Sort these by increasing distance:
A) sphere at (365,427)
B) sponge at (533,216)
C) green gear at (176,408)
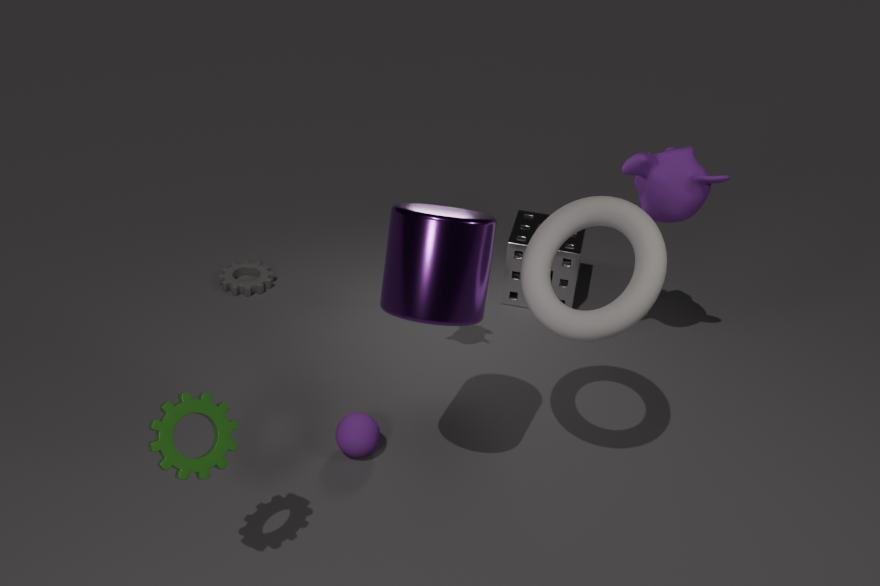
green gear at (176,408) < sphere at (365,427) < sponge at (533,216)
